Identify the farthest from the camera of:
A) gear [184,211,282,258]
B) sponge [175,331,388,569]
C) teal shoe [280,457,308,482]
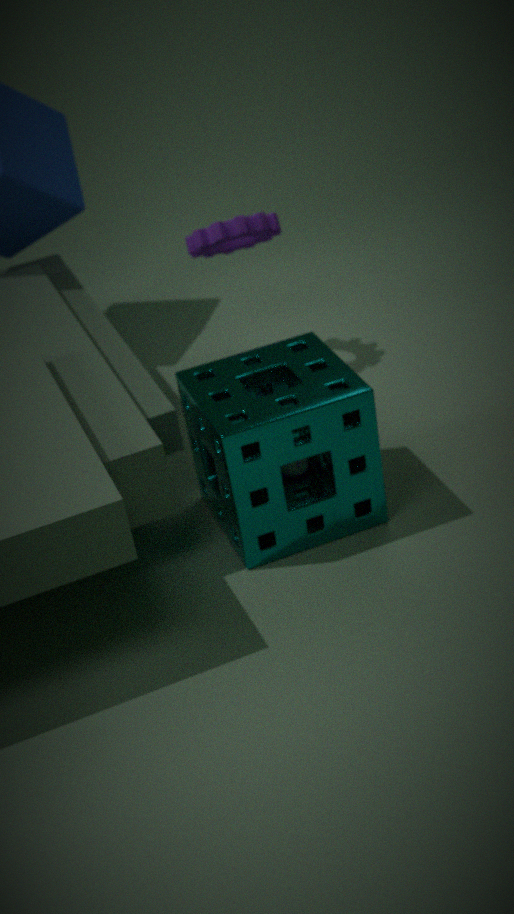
gear [184,211,282,258]
